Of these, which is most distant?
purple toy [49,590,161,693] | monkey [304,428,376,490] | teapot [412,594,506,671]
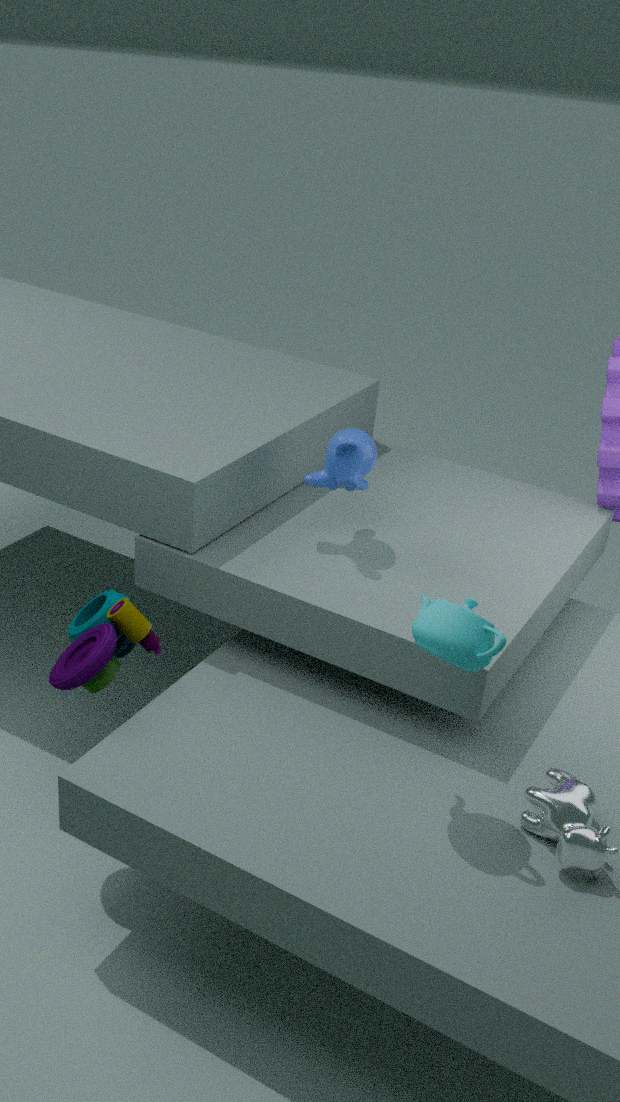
monkey [304,428,376,490]
